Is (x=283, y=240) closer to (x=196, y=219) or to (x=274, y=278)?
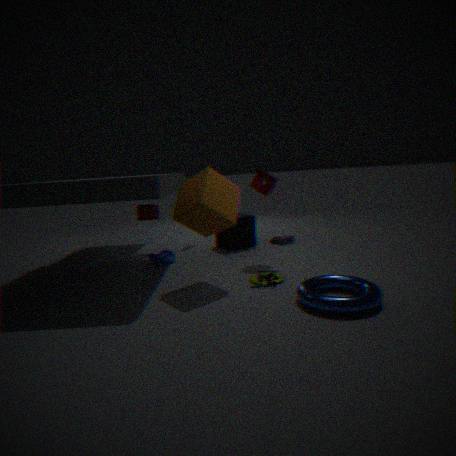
(x=274, y=278)
